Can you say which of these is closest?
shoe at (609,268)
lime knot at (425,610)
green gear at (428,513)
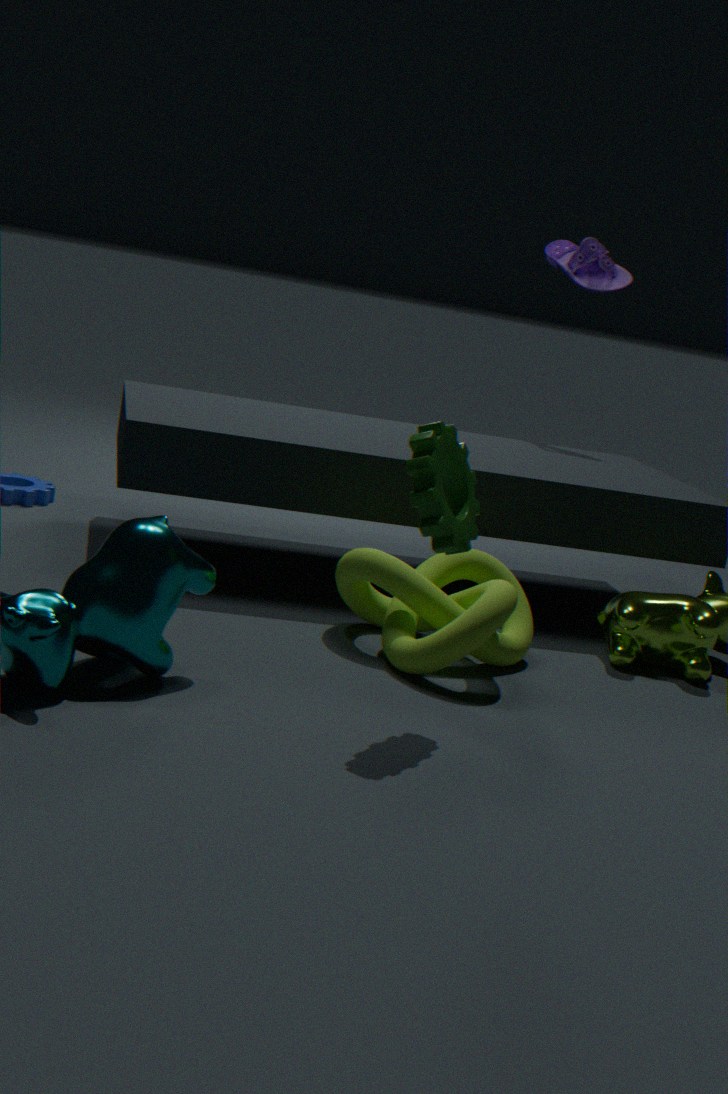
green gear at (428,513)
